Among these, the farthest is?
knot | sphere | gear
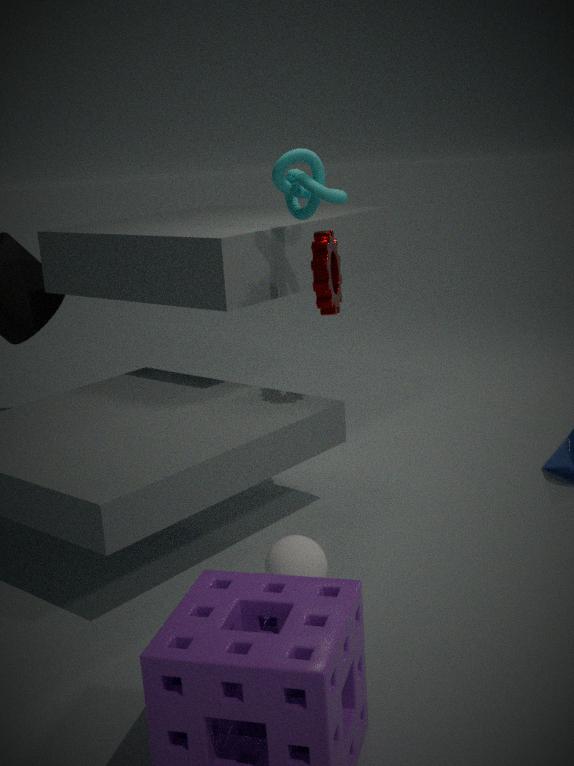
knot
